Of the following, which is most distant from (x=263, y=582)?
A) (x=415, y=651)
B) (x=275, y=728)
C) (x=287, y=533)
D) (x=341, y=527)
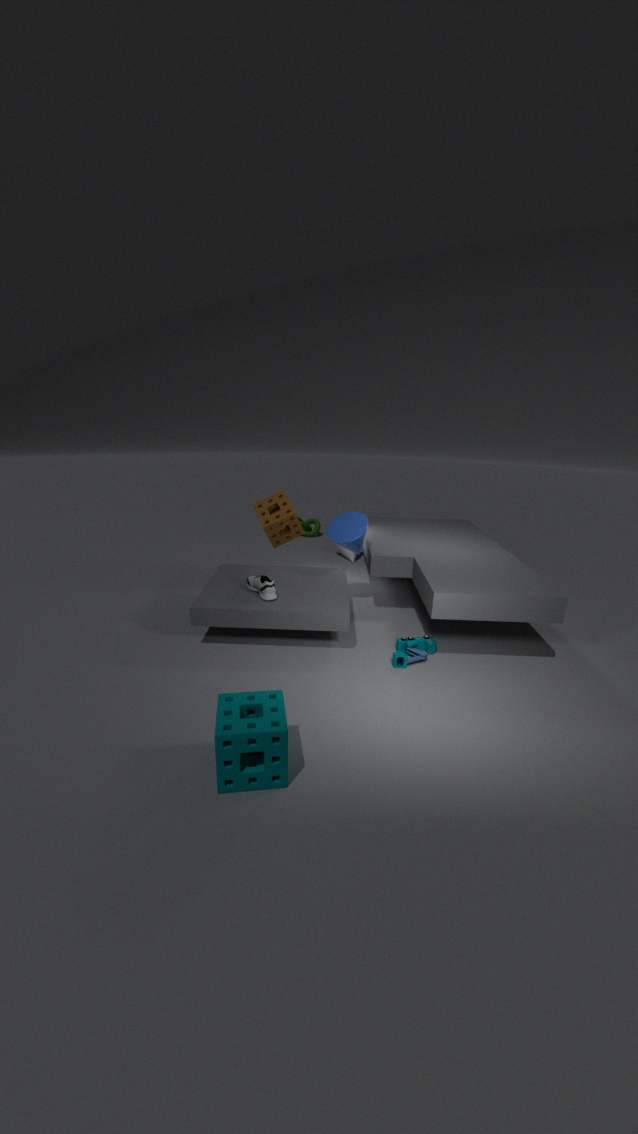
(x=275, y=728)
